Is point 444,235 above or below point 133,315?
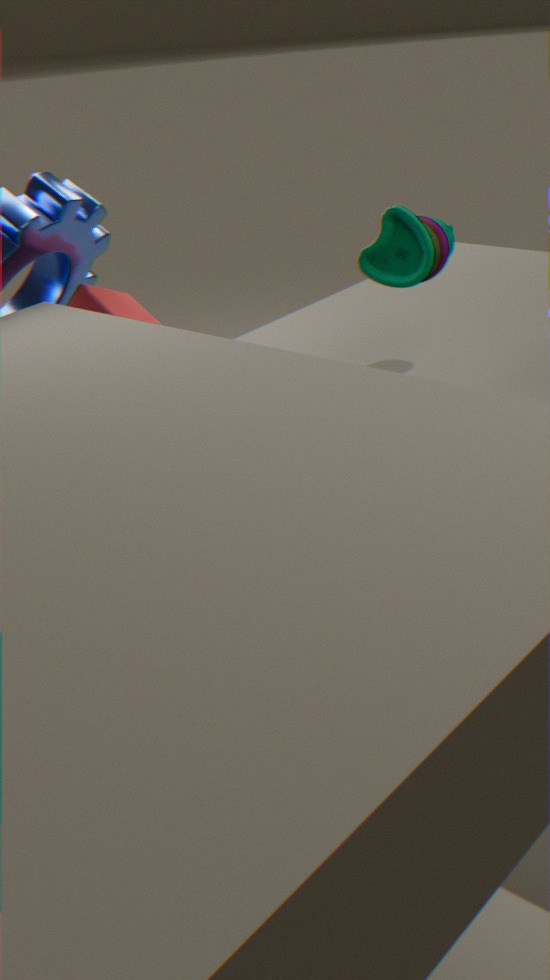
above
